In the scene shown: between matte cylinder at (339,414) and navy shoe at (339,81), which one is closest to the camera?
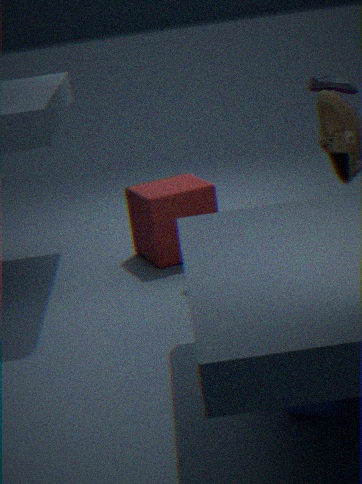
matte cylinder at (339,414)
